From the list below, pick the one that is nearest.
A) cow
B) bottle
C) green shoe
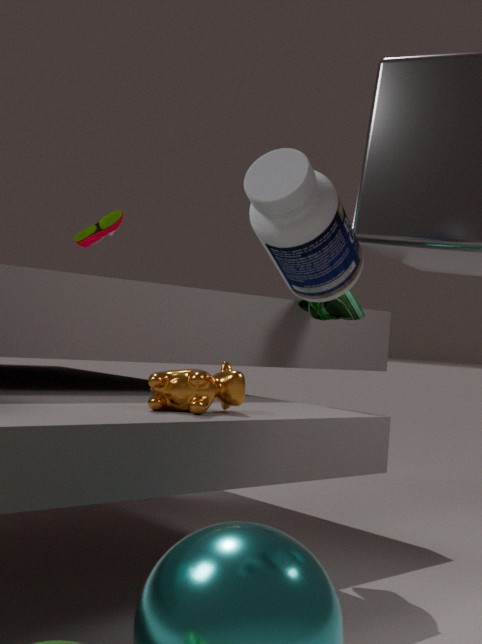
bottle
